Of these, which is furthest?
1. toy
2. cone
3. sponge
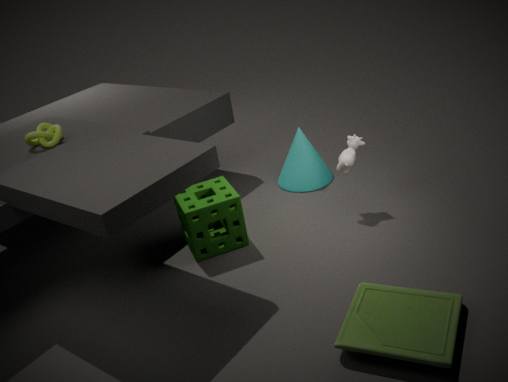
cone
